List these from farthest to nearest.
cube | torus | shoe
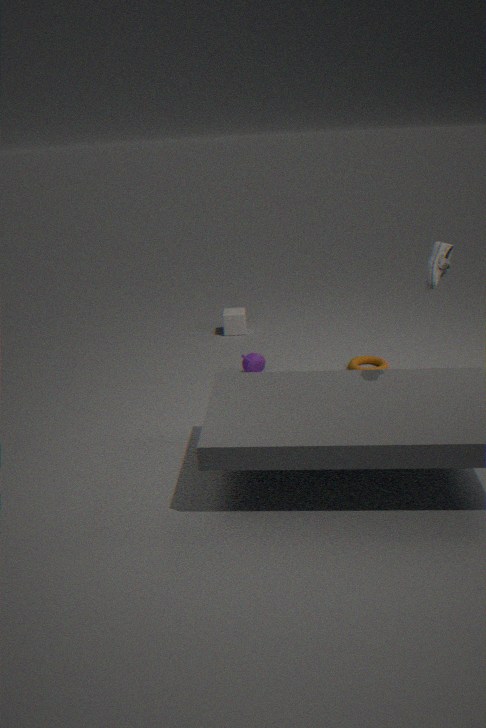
cube, torus, shoe
